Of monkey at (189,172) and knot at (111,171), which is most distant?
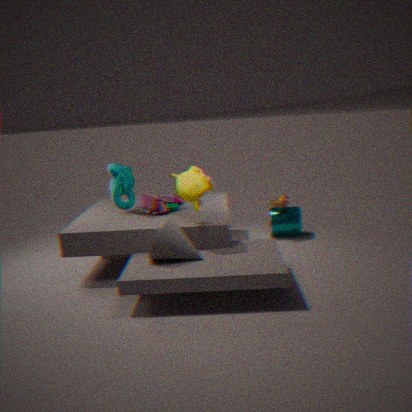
knot at (111,171)
